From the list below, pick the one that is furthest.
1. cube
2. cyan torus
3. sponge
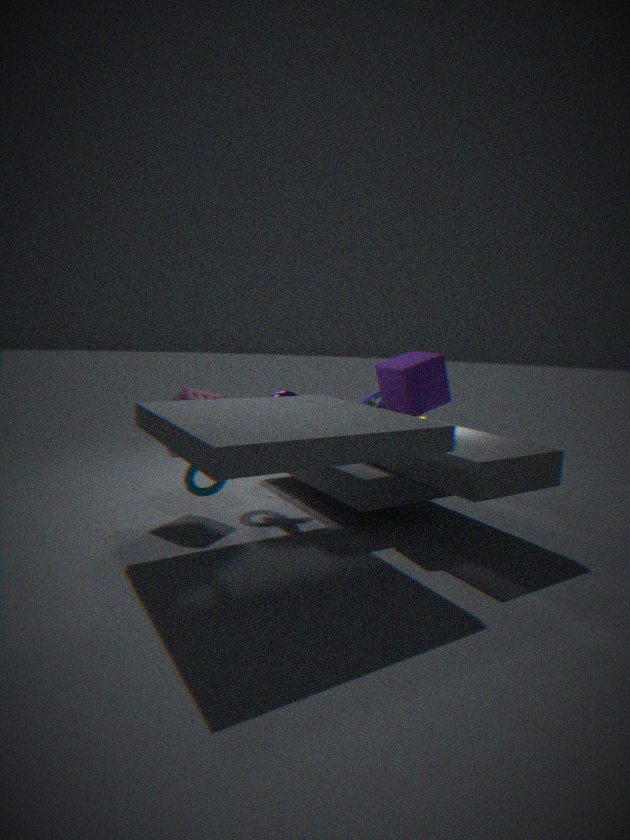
sponge
